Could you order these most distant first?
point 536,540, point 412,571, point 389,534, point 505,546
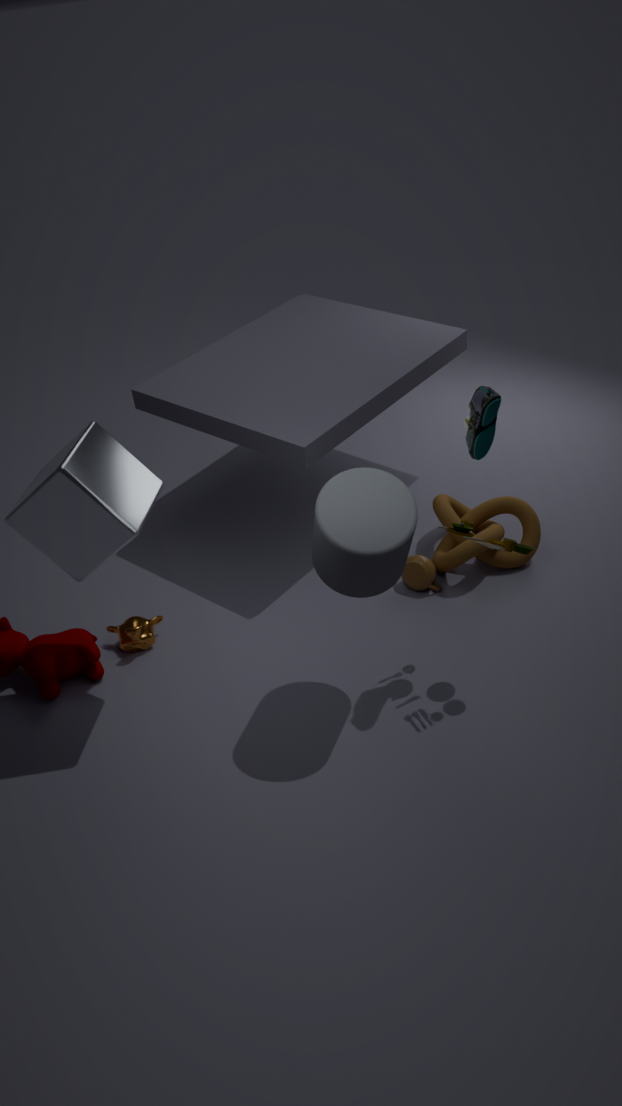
point 536,540, point 412,571, point 505,546, point 389,534
